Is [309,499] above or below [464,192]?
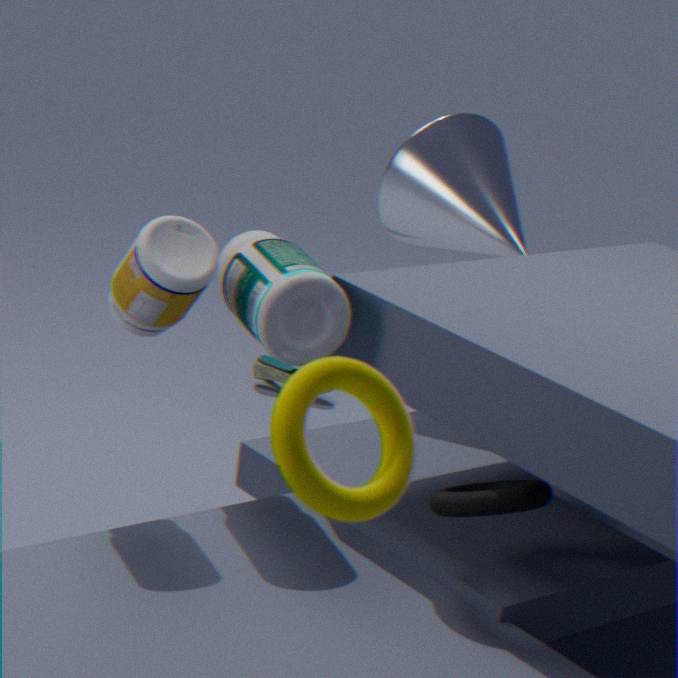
above
